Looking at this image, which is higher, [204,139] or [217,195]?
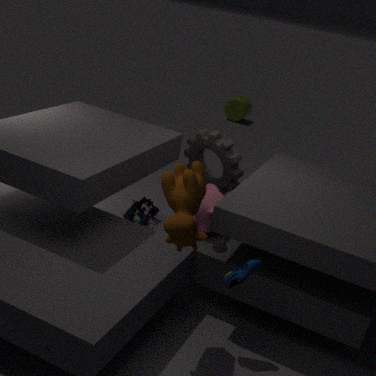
[204,139]
